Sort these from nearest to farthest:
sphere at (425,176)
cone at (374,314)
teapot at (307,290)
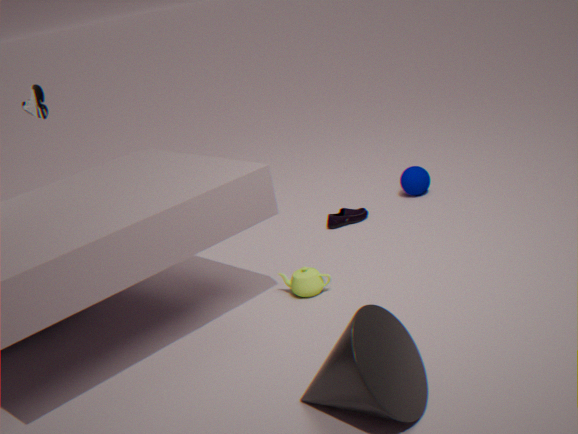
cone at (374,314)
teapot at (307,290)
sphere at (425,176)
